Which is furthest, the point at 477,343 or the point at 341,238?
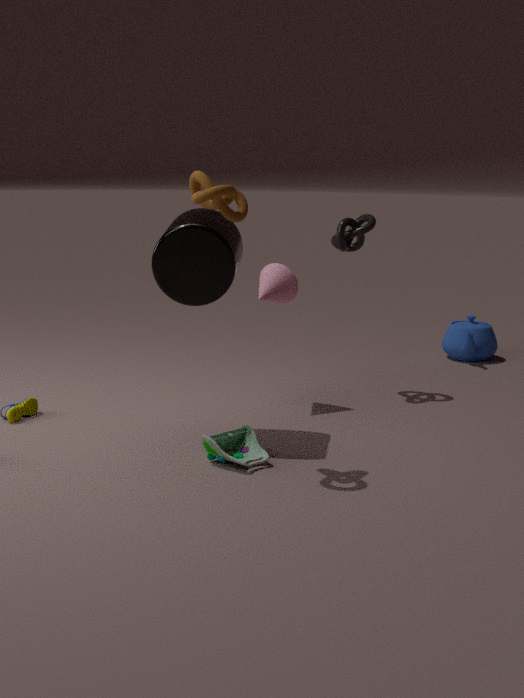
the point at 477,343
